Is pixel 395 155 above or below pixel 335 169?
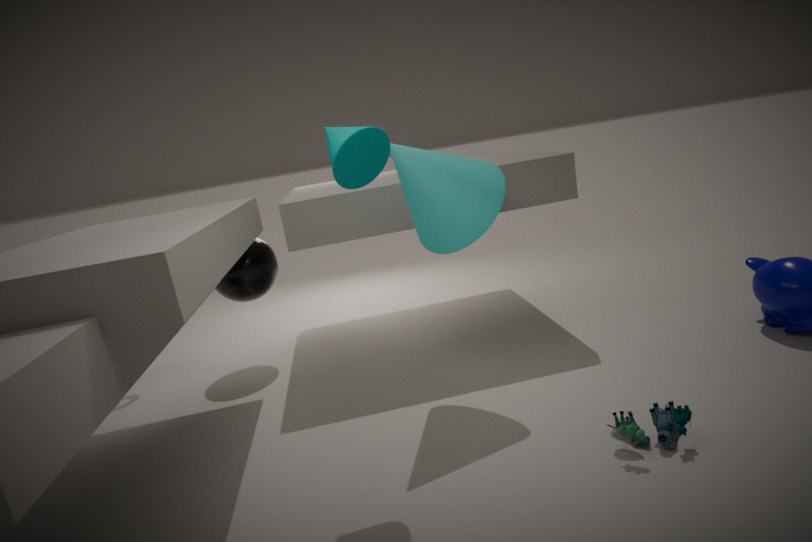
below
